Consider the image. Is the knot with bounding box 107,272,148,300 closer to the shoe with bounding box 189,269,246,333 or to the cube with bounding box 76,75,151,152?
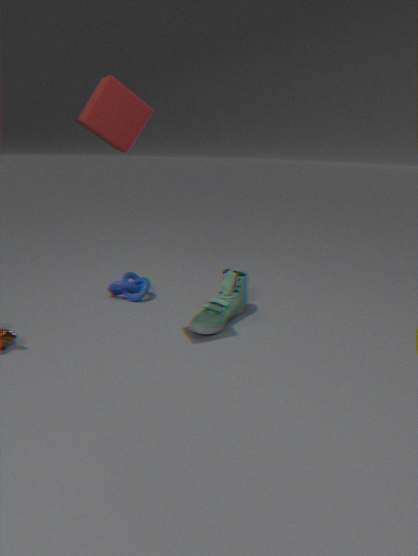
the shoe with bounding box 189,269,246,333
